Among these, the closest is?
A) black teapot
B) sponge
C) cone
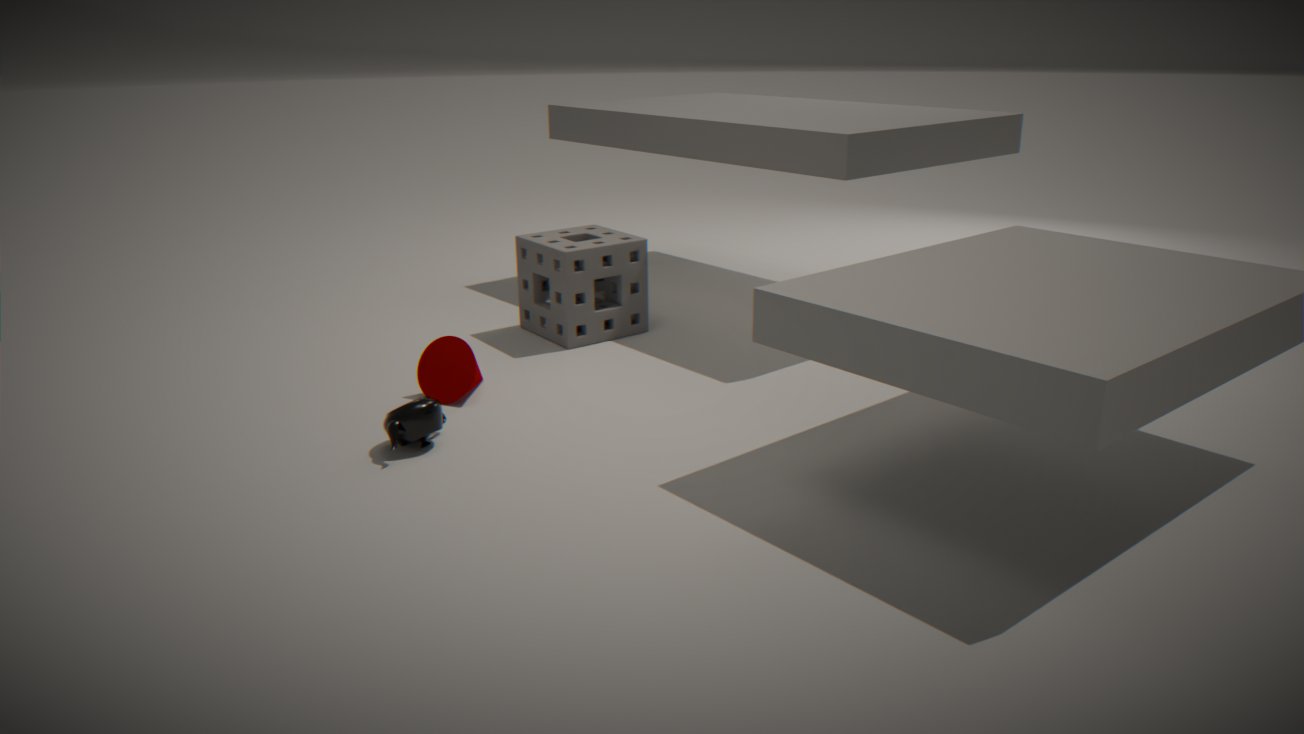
black teapot
